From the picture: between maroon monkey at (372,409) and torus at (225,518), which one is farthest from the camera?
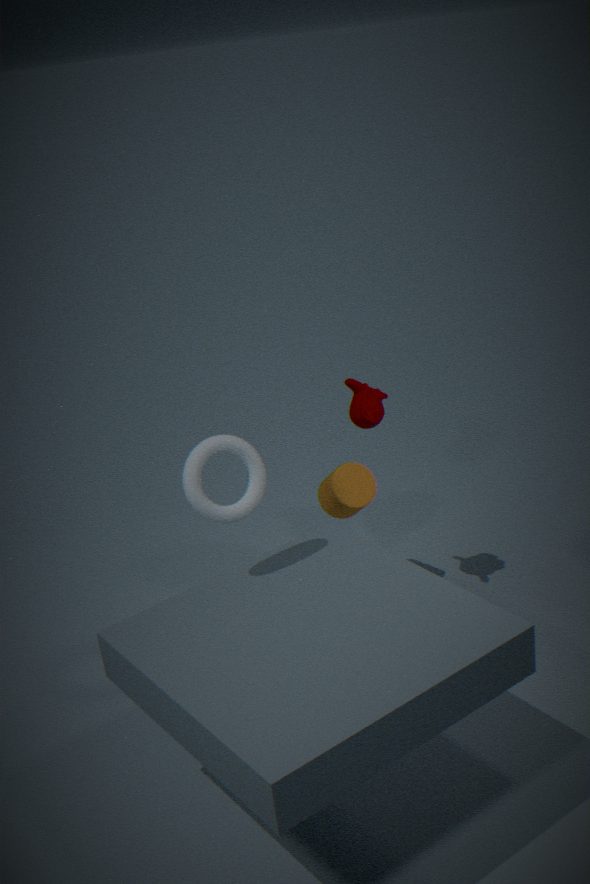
maroon monkey at (372,409)
